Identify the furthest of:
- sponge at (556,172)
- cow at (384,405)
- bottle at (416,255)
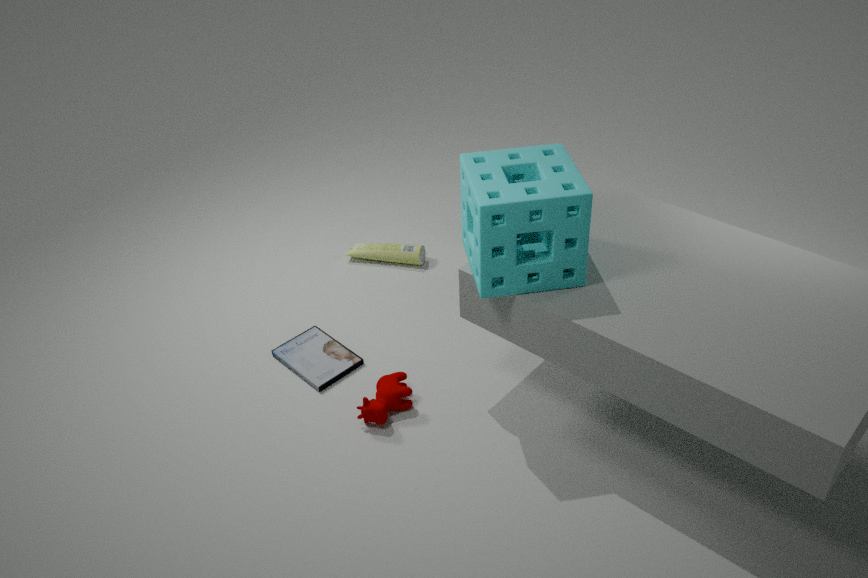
bottle at (416,255)
